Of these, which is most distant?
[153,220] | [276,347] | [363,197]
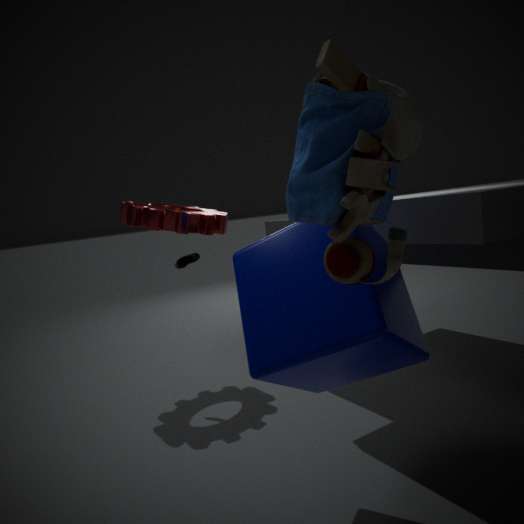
[153,220]
